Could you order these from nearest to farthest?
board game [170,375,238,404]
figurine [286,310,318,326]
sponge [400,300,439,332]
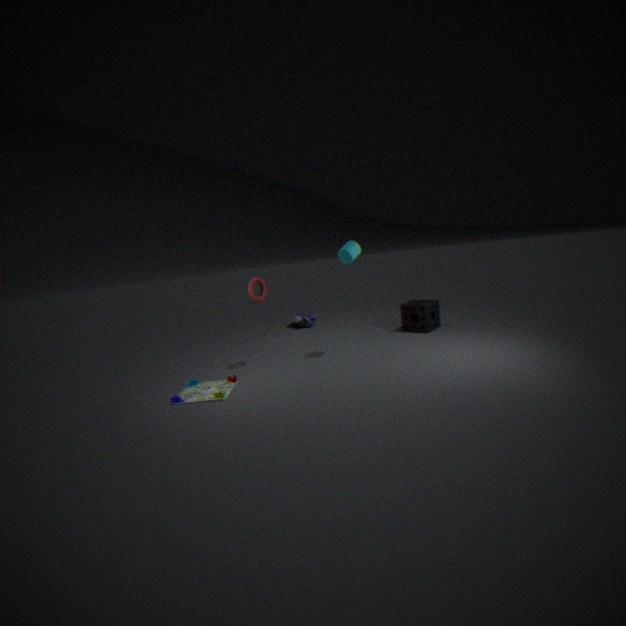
board game [170,375,238,404] < sponge [400,300,439,332] < figurine [286,310,318,326]
